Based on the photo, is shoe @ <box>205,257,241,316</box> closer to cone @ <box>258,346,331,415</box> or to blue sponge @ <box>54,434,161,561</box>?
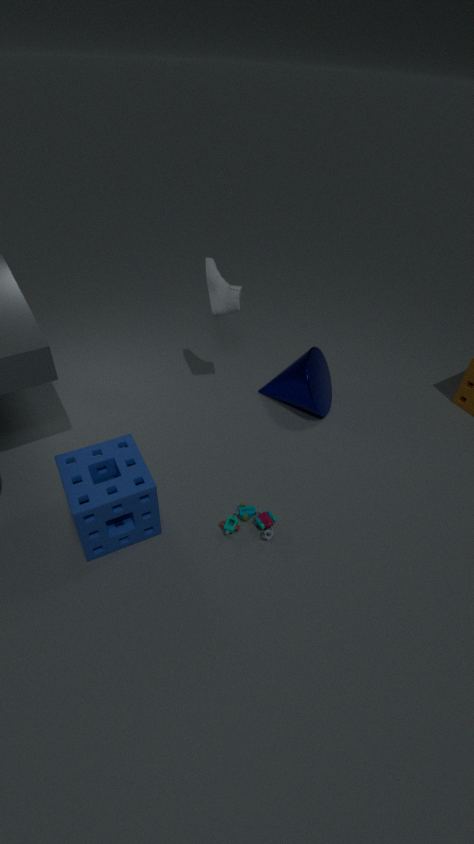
cone @ <box>258,346,331,415</box>
